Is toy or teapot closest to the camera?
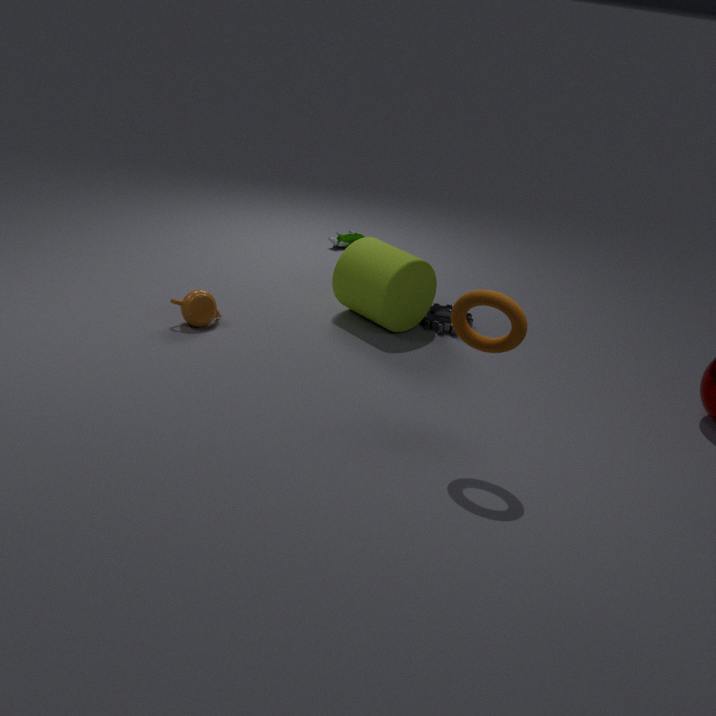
teapot
